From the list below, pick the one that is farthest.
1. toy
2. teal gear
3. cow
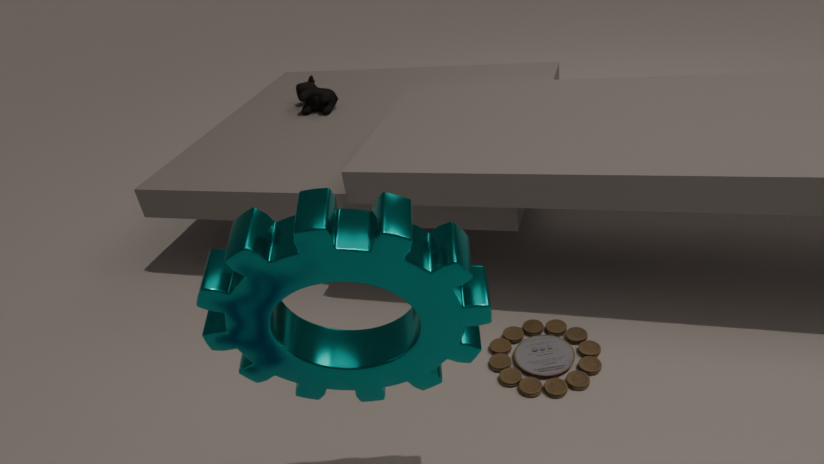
cow
